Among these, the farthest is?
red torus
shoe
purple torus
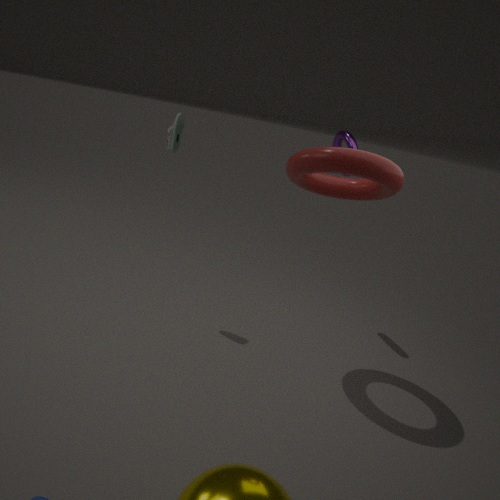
Result: purple torus
